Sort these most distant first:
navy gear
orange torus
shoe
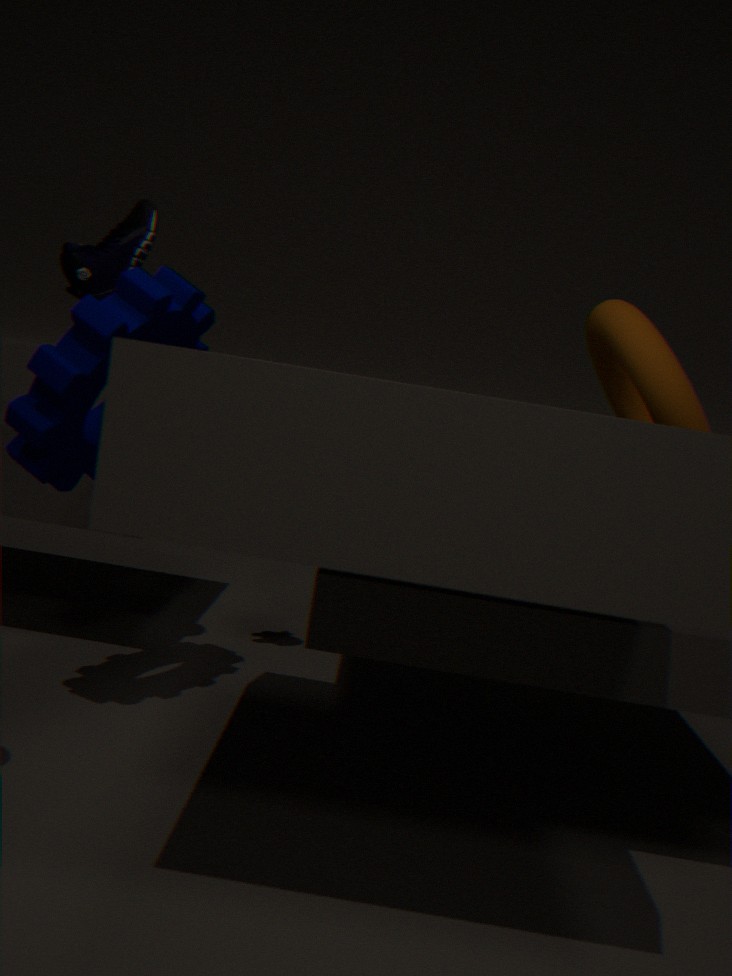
shoe
orange torus
navy gear
